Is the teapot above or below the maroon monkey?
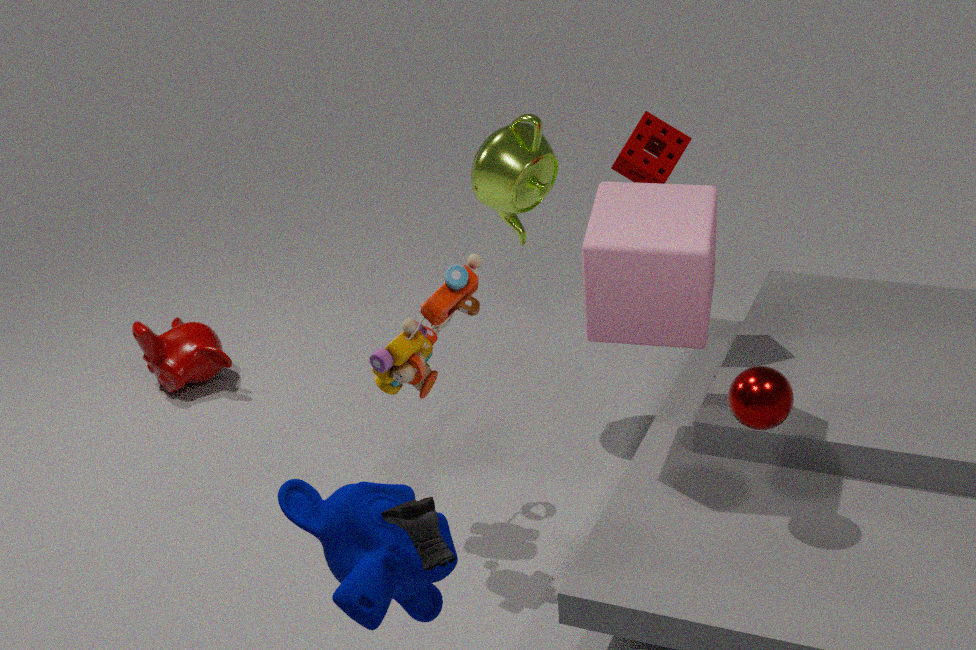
above
